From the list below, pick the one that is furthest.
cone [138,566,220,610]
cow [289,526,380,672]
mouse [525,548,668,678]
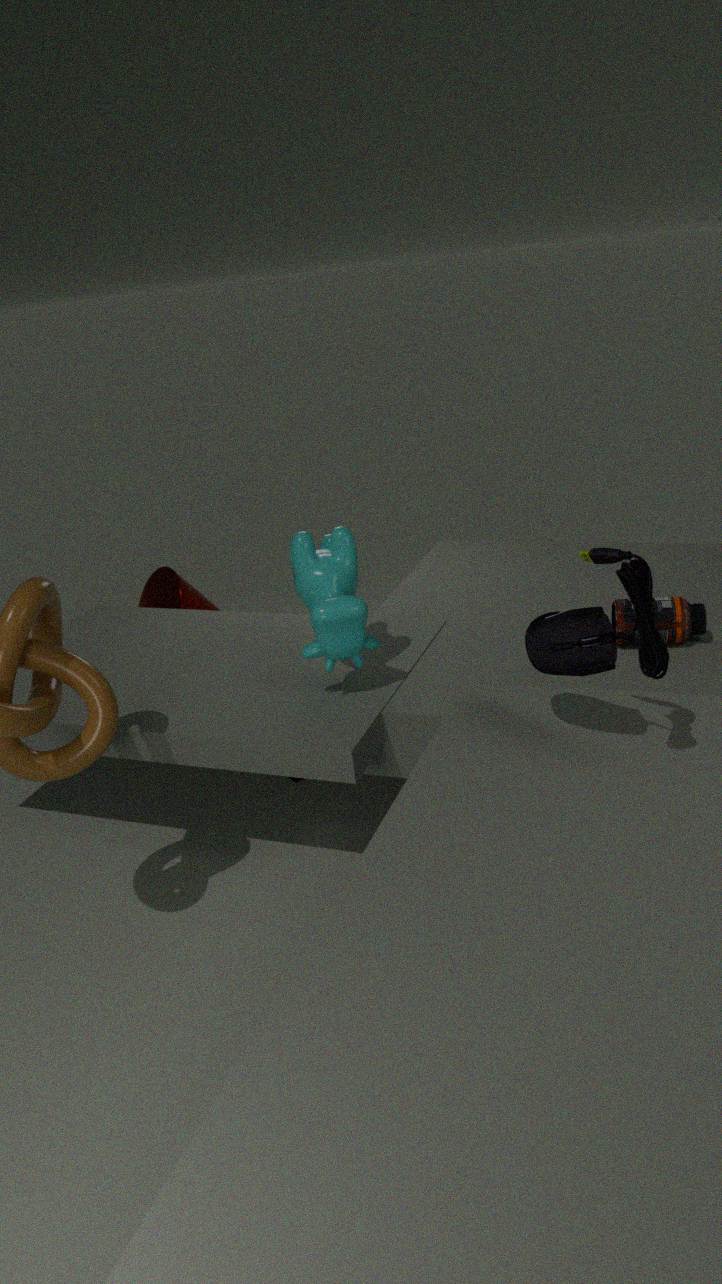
cone [138,566,220,610]
